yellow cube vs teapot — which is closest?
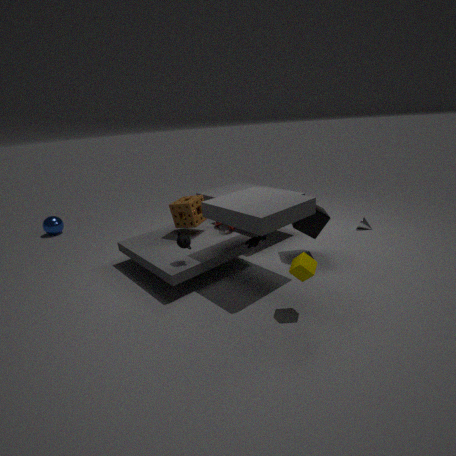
yellow cube
